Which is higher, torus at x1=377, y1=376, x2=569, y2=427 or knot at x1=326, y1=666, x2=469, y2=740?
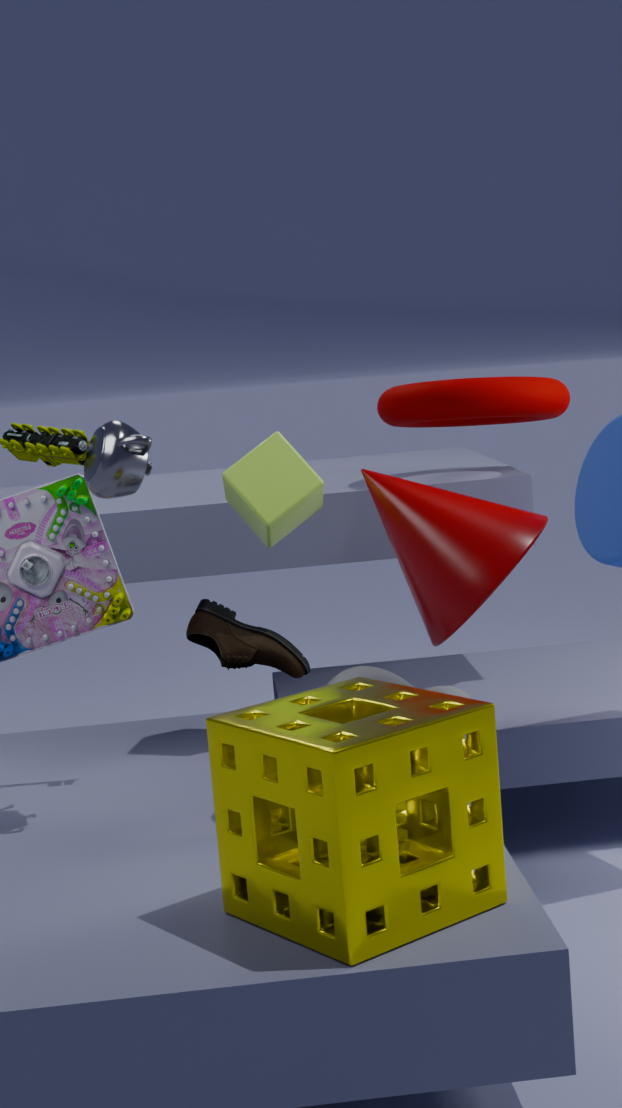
torus at x1=377, y1=376, x2=569, y2=427
